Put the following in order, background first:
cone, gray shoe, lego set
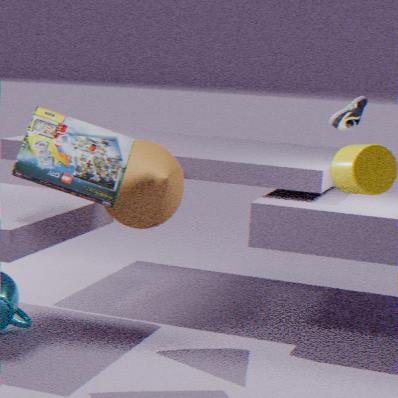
gray shoe < cone < lego set
